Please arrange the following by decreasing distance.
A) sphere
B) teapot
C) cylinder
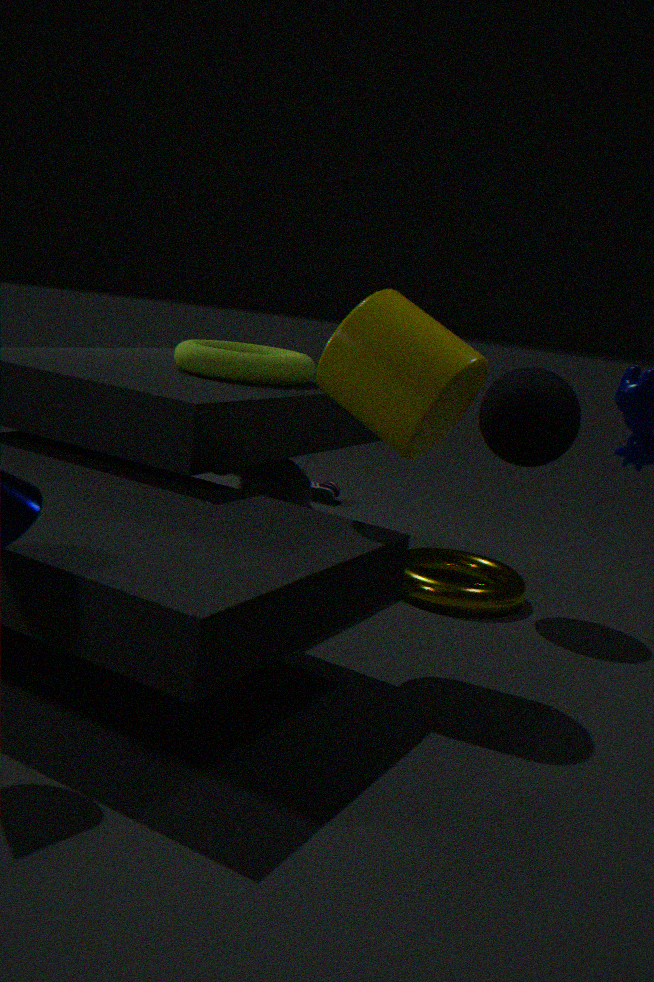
teapot, sphere, cylinder
